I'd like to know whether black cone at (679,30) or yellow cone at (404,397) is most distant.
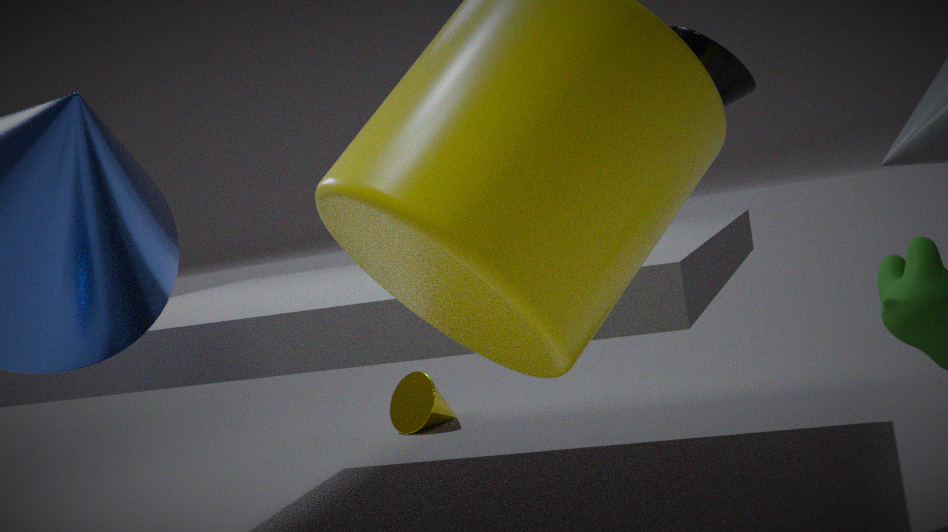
yellow cone at (404,397)
